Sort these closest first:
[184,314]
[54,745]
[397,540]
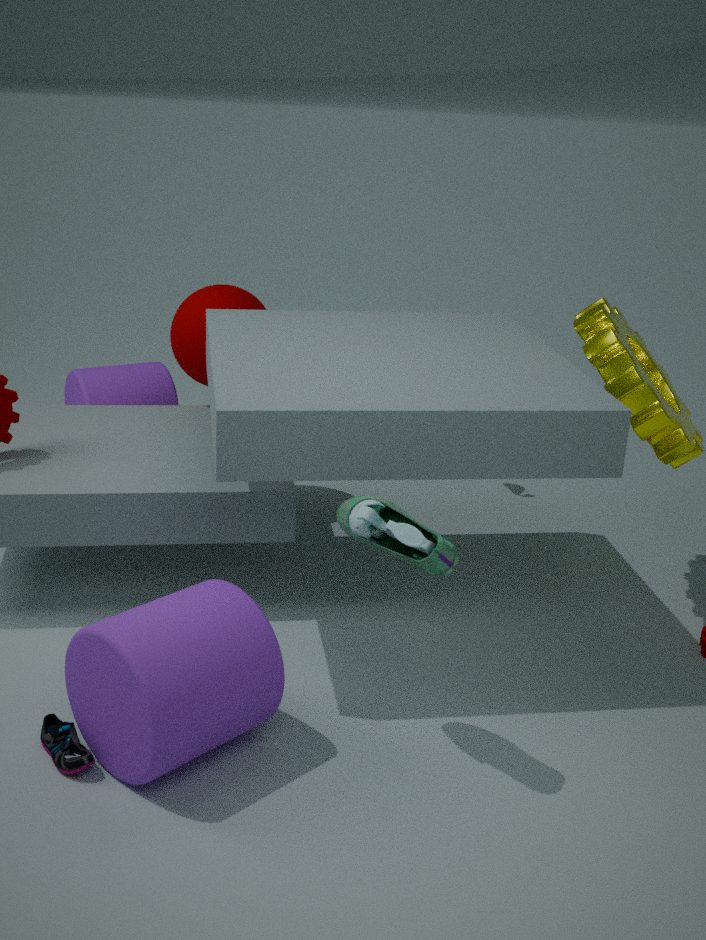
[397,540] → [54,745] → [184,314]
